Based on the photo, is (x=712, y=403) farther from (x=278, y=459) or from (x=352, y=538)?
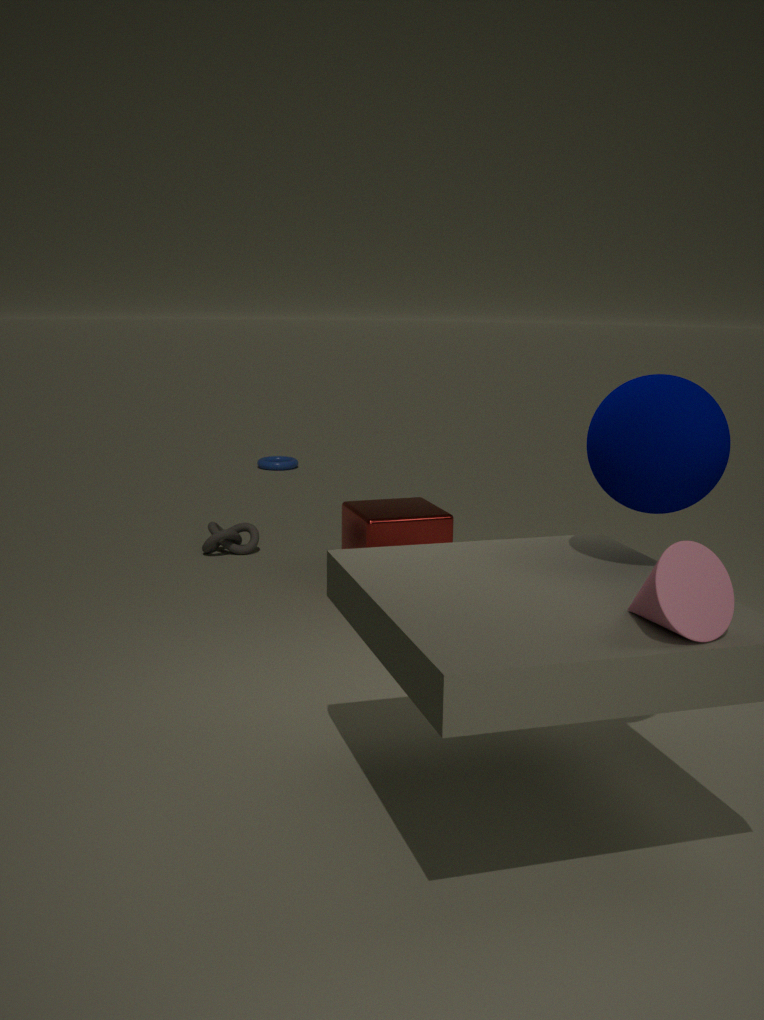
(x=278, y=459)
